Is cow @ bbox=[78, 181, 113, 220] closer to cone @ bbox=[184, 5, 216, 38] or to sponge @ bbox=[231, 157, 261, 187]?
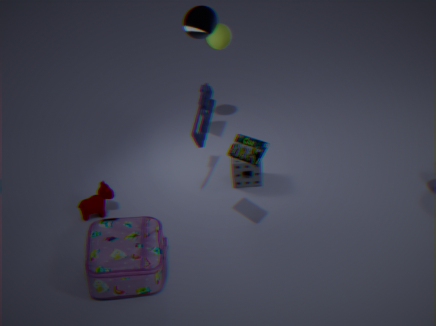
sponge @ bbox=[231, 157, 261, 187]
